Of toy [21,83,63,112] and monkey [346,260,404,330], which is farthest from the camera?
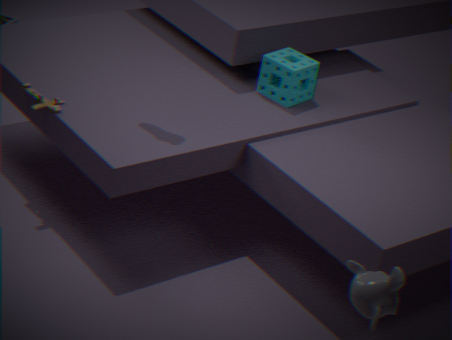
toy [21,83,63,112]
